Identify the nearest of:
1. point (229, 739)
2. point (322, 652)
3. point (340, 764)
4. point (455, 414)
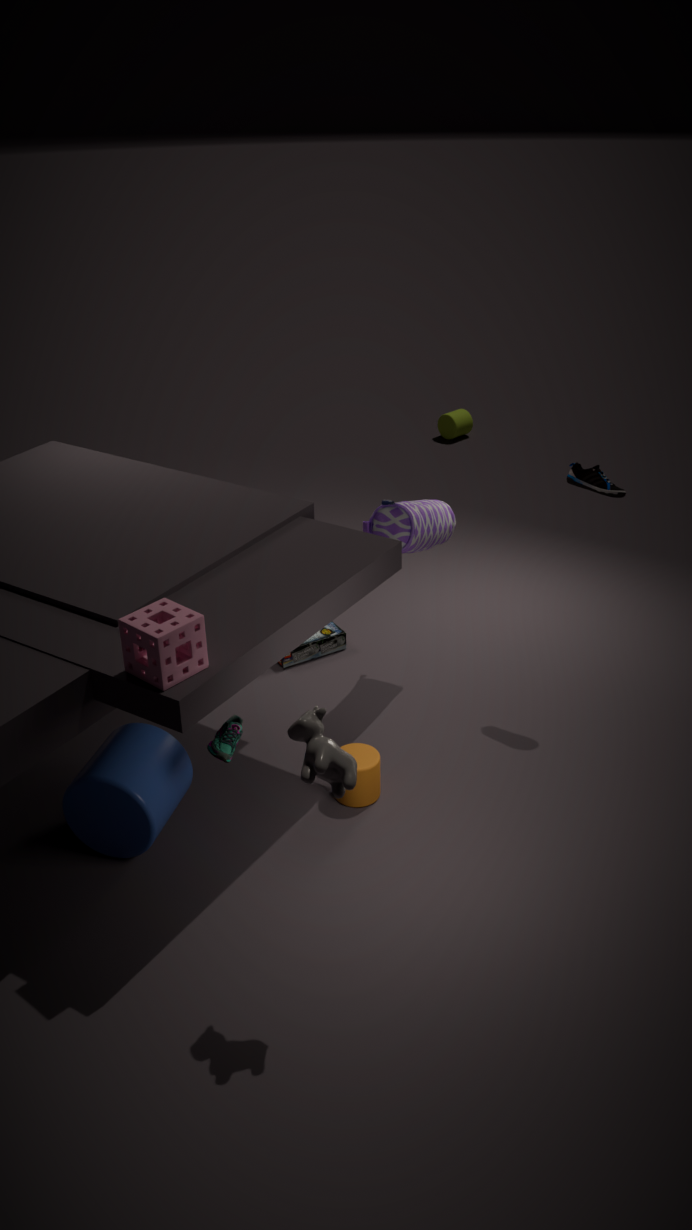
point (340, 764)
